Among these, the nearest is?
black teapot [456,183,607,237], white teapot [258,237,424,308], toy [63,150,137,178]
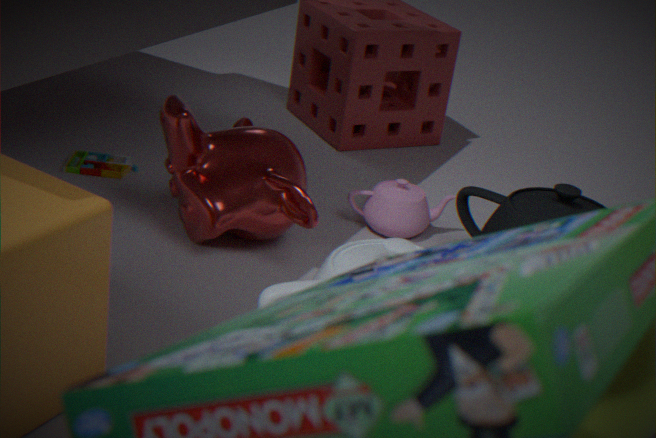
white teapot [258,237,424,308]
